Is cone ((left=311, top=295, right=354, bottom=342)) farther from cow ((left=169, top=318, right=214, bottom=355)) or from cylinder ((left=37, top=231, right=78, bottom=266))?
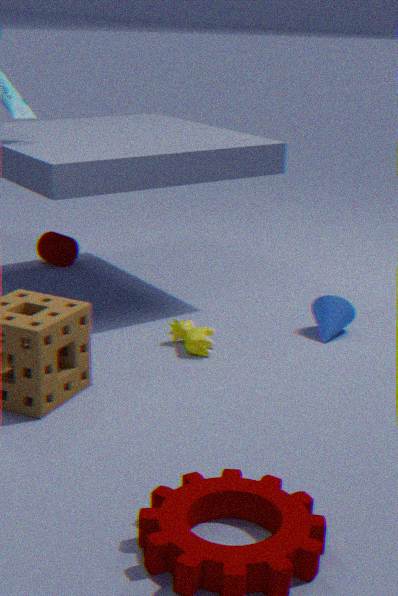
cylinder ((left=37, top=231, right=78, bottom=266))
